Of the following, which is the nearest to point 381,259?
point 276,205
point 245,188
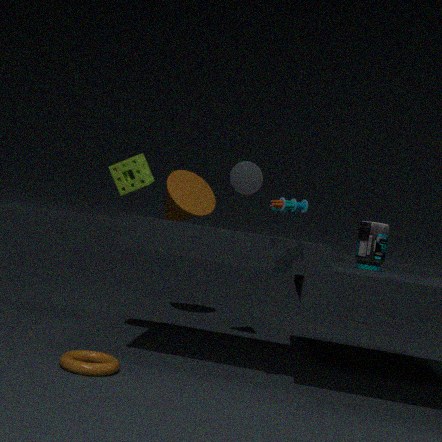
point 245,188
